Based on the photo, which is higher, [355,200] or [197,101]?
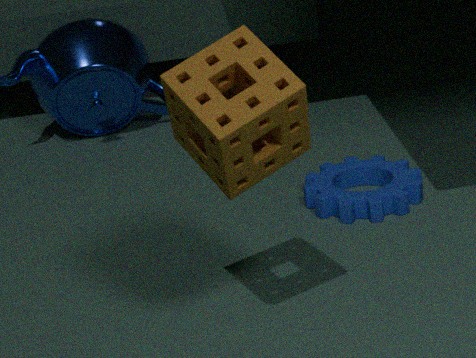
[197,101]
